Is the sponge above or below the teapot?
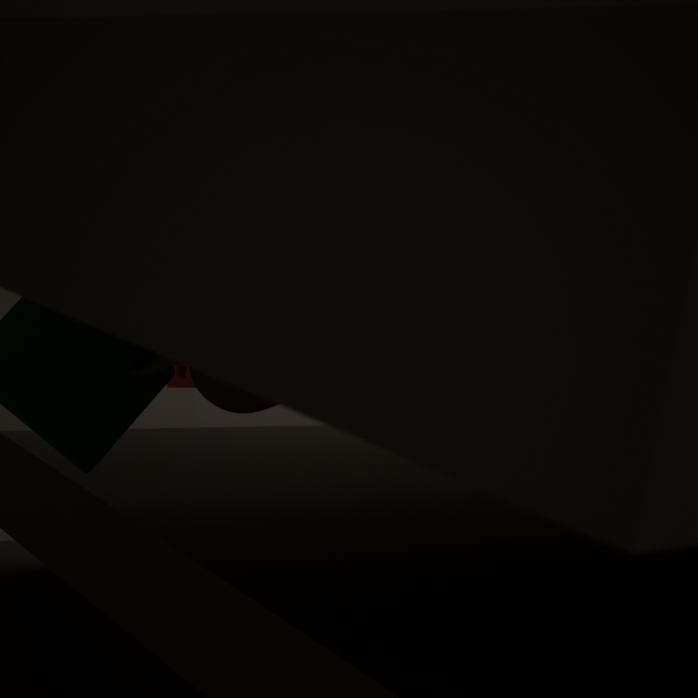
below
